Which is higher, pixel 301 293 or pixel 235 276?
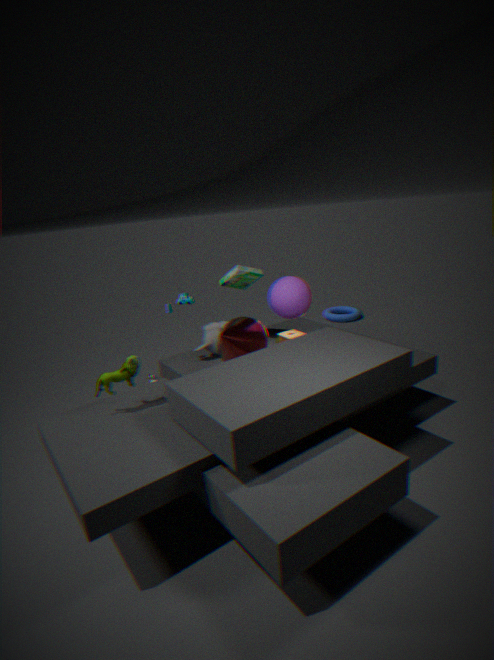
pixel 235 276
